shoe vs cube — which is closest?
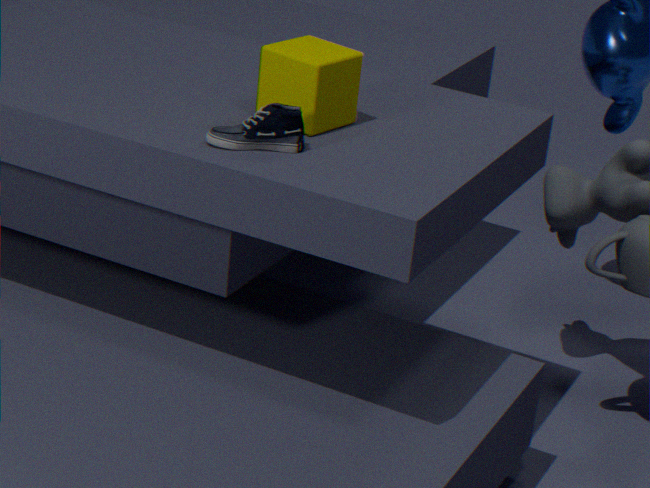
shoe
